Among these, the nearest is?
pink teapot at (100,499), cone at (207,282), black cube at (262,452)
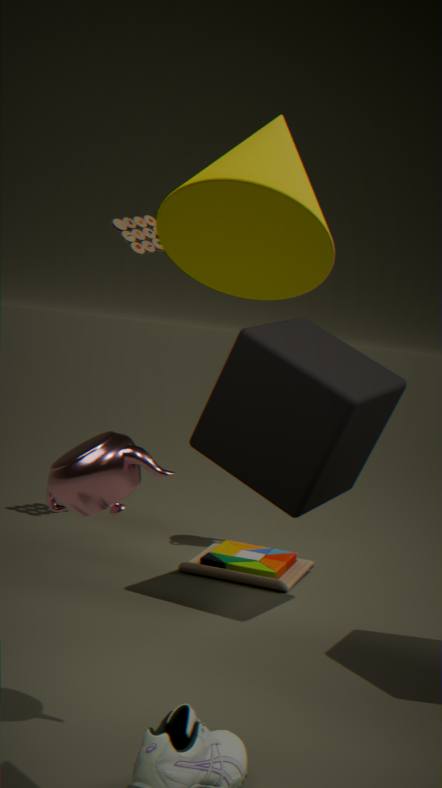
cone at (207,282)
